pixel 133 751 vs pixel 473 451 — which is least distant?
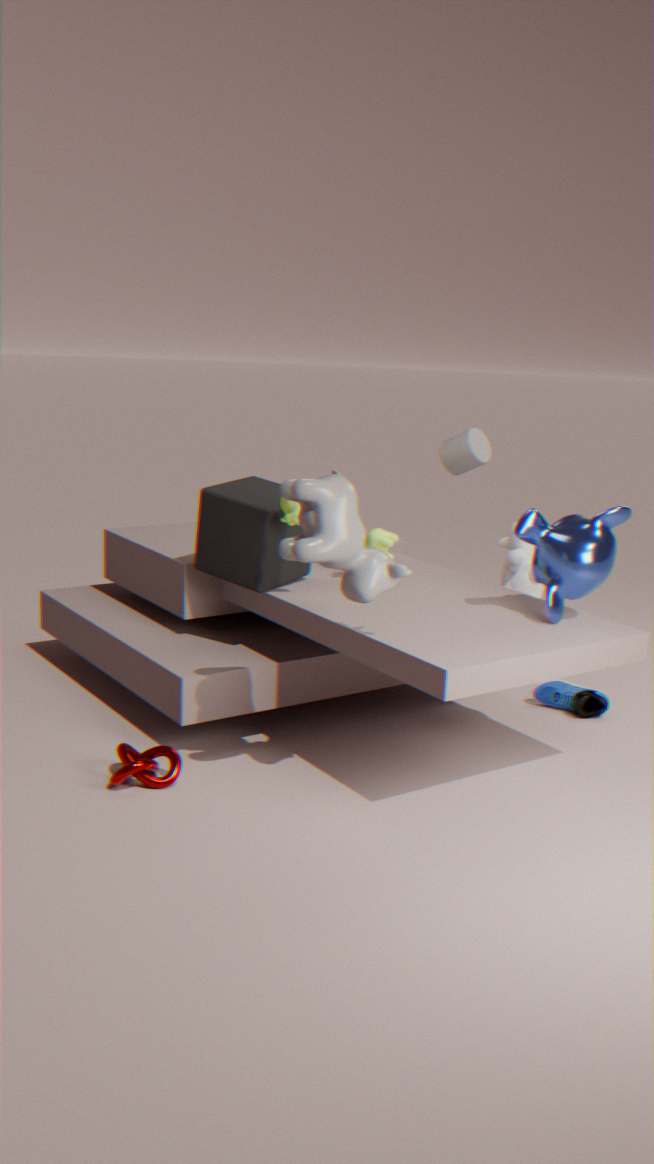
pixel 133 751
